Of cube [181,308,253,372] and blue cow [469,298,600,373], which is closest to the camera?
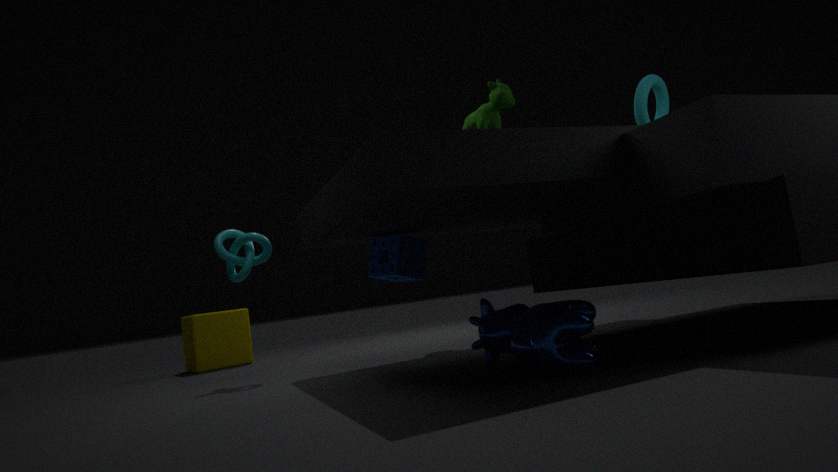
blue cow [469,298,600,373]
